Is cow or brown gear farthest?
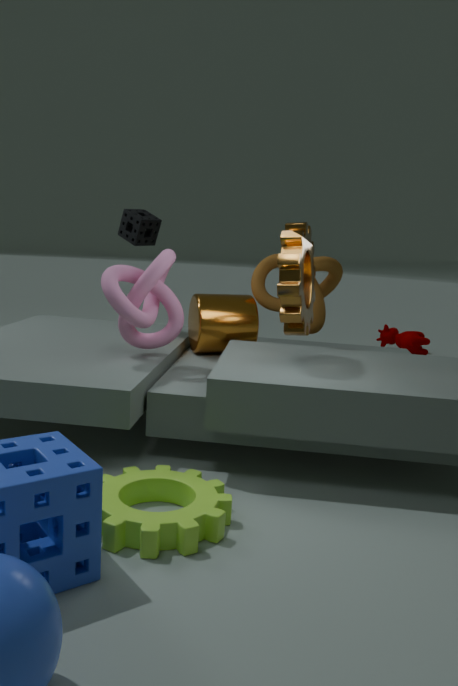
cow
